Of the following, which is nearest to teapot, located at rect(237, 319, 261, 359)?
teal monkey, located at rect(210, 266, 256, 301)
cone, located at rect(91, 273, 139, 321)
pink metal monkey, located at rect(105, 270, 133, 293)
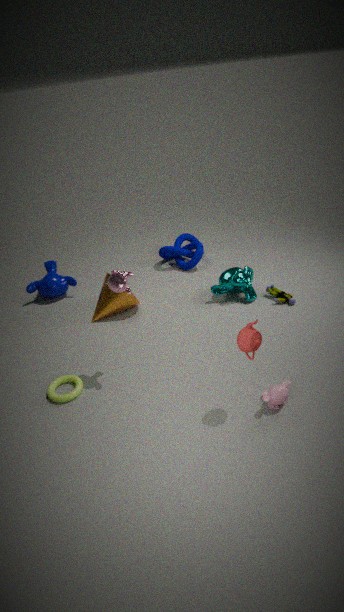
pink metal monkey, located at rect(105, 270, 133, 293)
